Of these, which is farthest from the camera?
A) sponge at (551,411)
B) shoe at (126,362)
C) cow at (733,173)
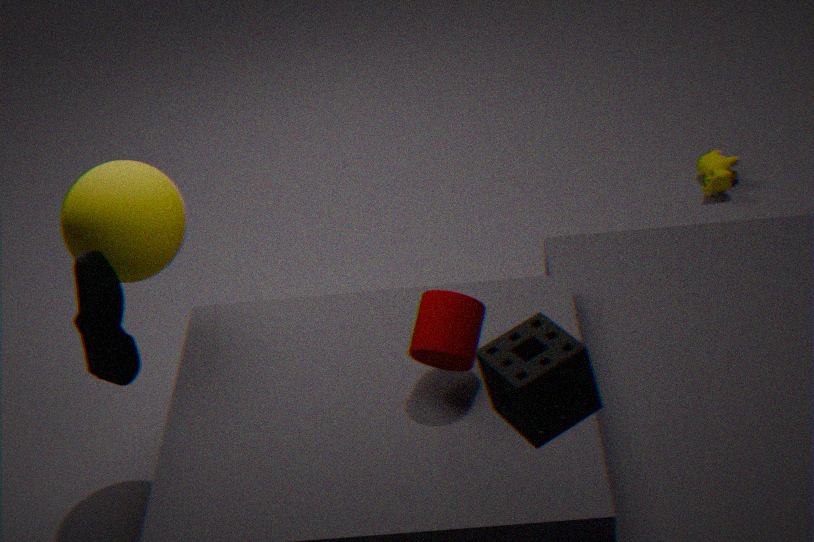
C. cow at (733,173)
